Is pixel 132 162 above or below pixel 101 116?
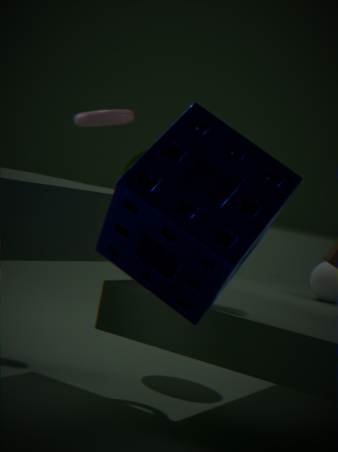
below
